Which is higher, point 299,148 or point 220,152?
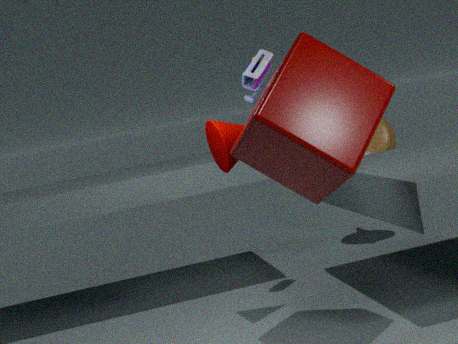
point 299,148
